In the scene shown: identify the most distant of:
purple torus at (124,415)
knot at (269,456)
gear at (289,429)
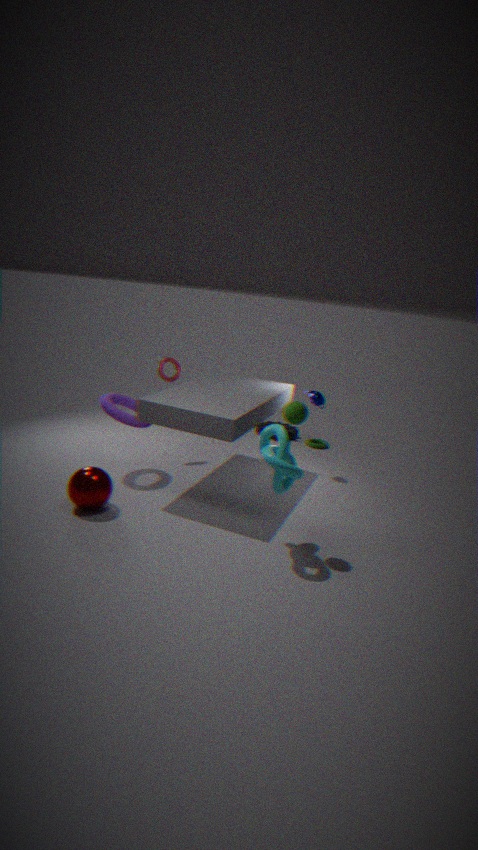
gear at (289,429)
